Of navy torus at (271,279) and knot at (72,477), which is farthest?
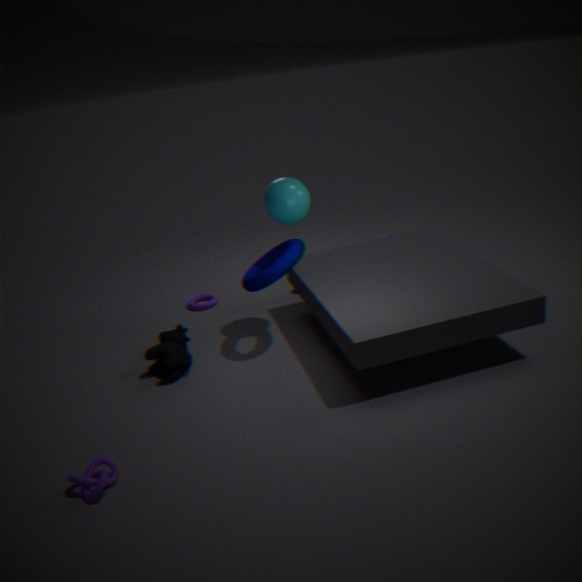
navy torus at (271,279)
